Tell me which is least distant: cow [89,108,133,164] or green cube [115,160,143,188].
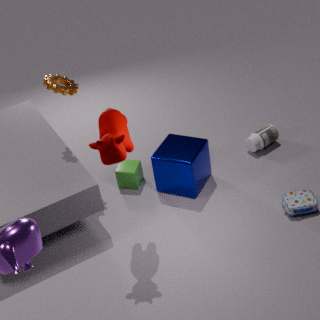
cow [89,108,133,164]
